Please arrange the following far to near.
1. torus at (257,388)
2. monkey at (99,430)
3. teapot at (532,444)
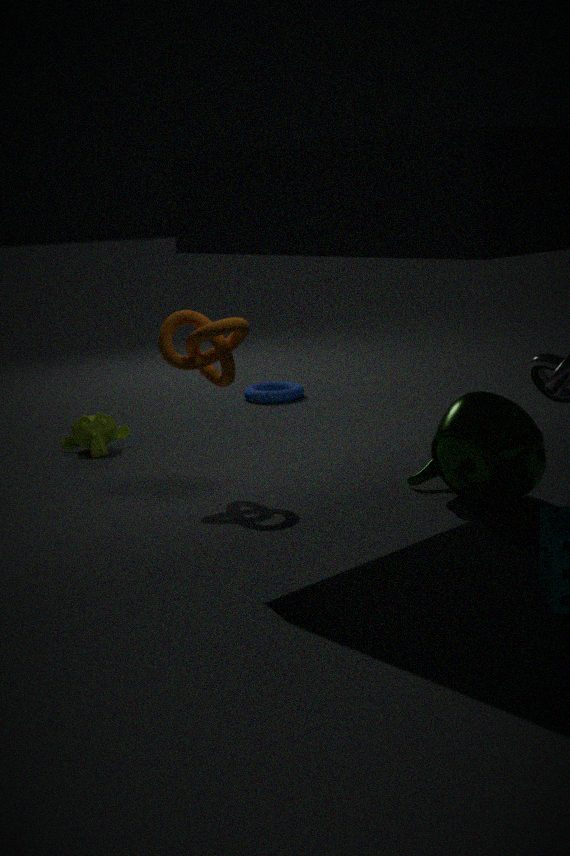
torus at (257,388)
monkey at (99,430)
teapot at (532,444)
